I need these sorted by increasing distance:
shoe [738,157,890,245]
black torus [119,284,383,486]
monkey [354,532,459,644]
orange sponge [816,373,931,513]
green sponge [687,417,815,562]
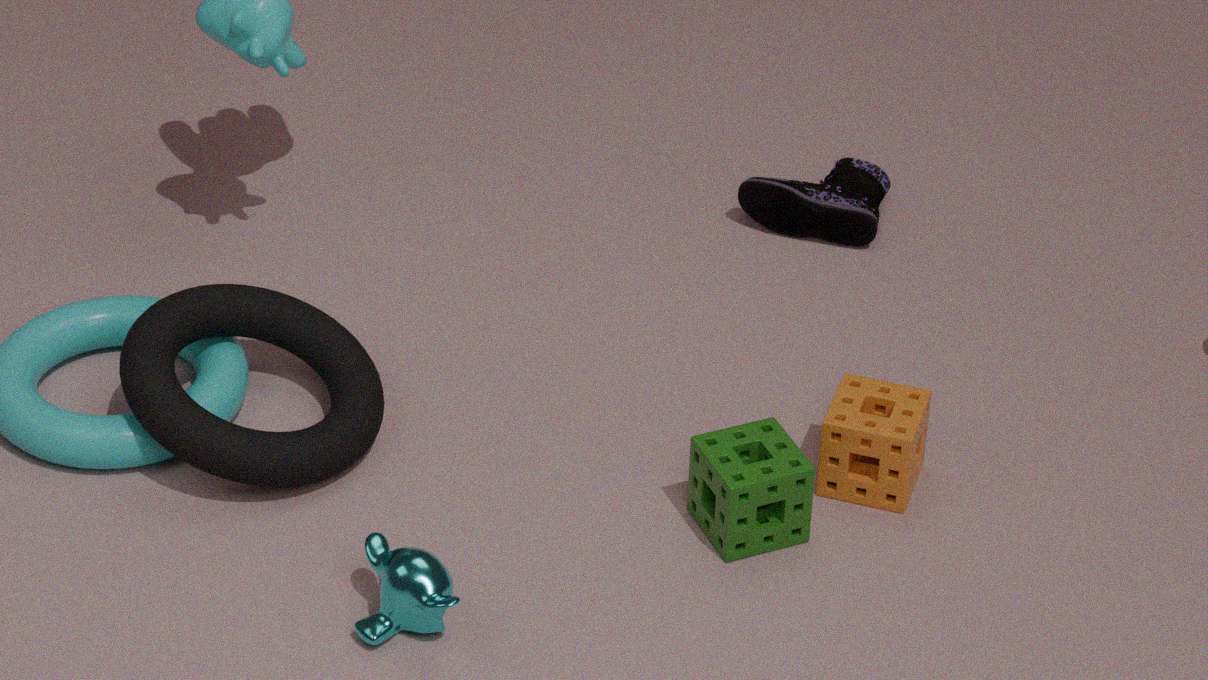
monkey [354,532,459,644]
green sponge [687,417,815,562]
black torus [119,284,383,486]
orange sponge [816,373,931,513]
shoe [738,157,890,245]
